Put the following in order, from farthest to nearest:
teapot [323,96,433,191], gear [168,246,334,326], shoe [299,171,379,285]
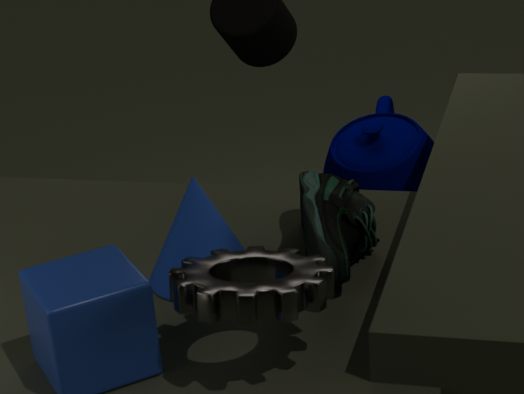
teapot [323,96,433,191], shoe [299,171,379,285], gear [168,246,334,326]
